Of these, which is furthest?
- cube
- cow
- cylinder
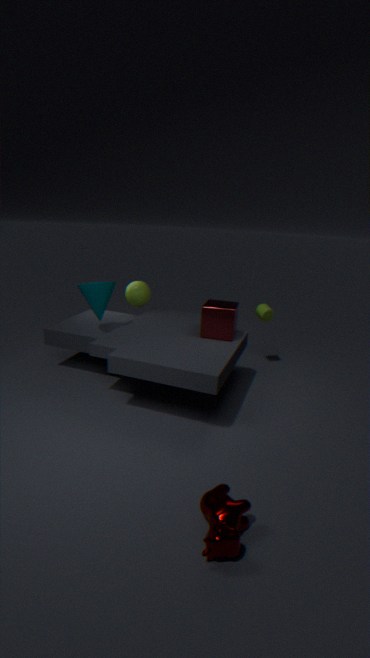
cylinder
